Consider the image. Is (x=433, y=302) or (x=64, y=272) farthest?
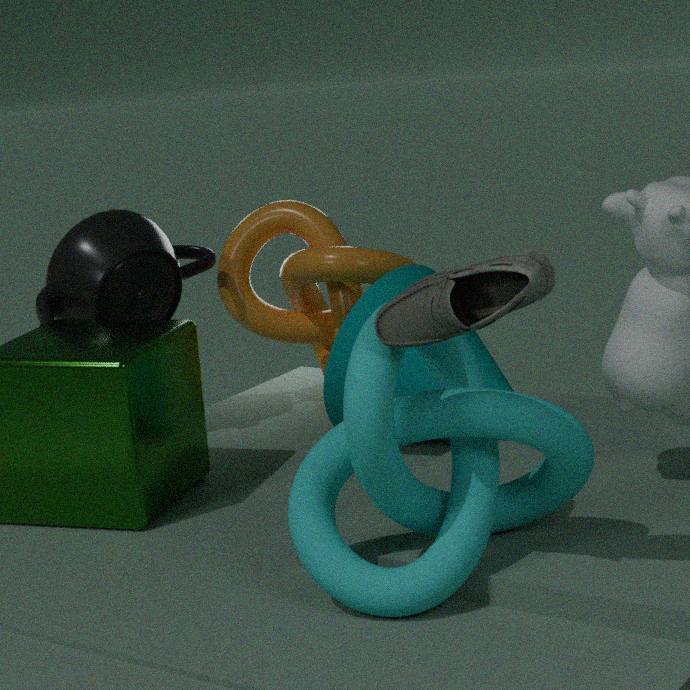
(x=64, y=272)
